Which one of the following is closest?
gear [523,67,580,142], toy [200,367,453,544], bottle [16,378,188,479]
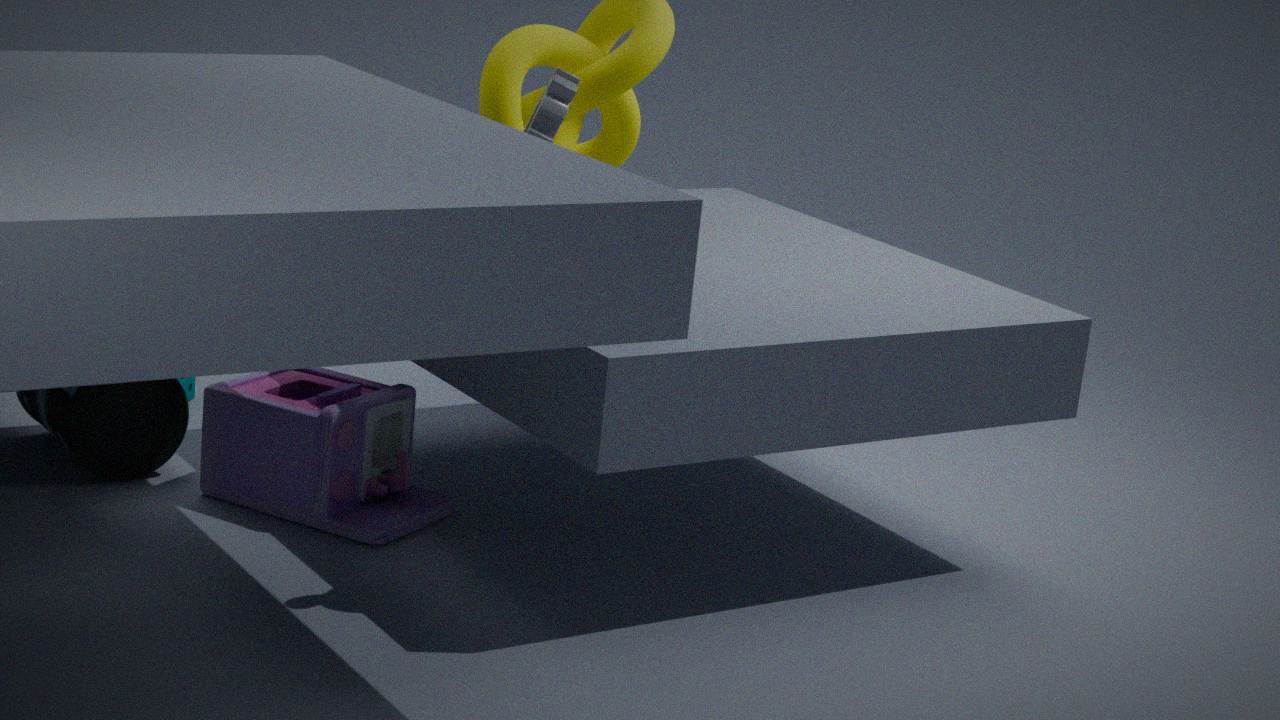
gear [523,67,580,142]
